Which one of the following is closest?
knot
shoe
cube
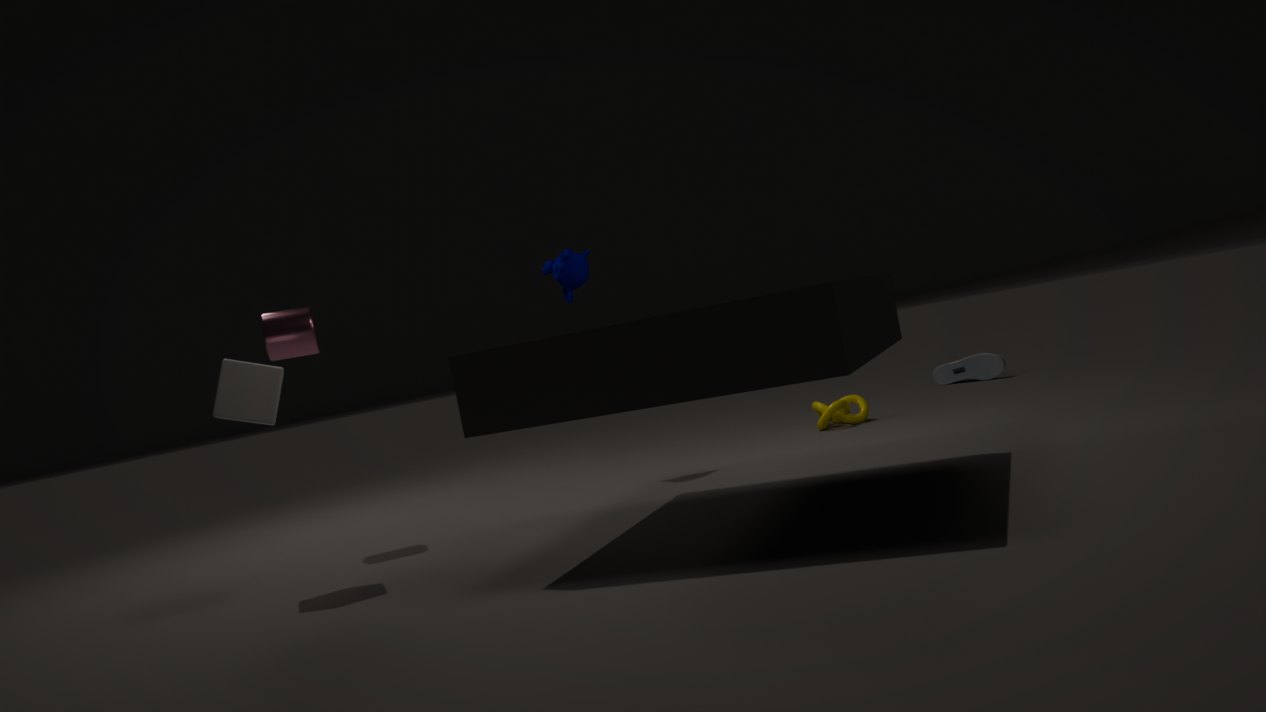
cube
